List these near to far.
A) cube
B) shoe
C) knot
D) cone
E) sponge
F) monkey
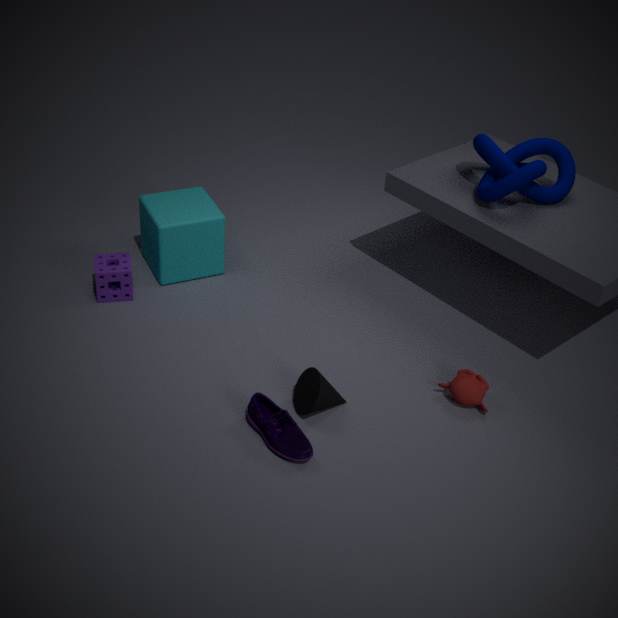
shoe < cone < monkey < knot < sponge < cube
